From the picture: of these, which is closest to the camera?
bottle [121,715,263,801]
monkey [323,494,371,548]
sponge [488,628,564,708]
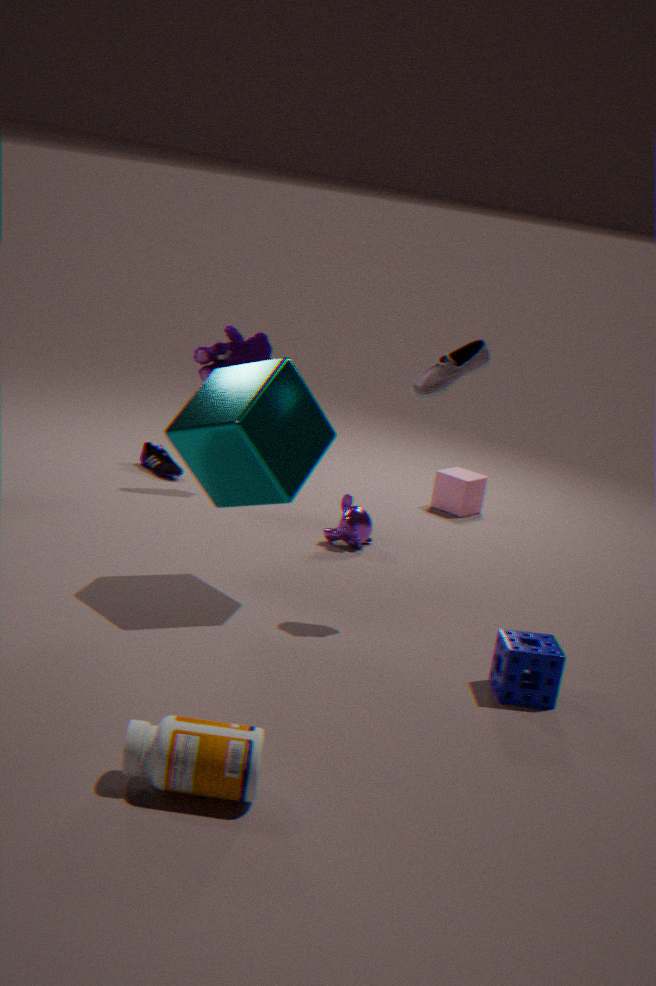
bottle [121,715,263,801]
